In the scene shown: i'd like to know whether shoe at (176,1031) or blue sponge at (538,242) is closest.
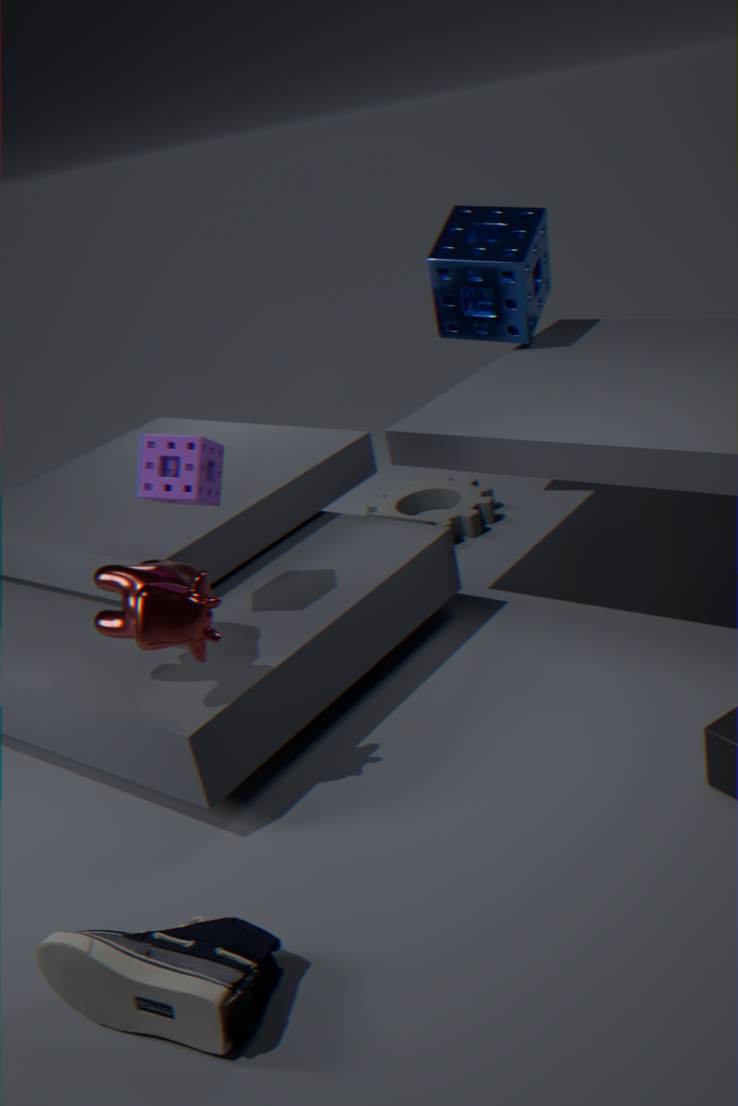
shoe at (176,1031)
